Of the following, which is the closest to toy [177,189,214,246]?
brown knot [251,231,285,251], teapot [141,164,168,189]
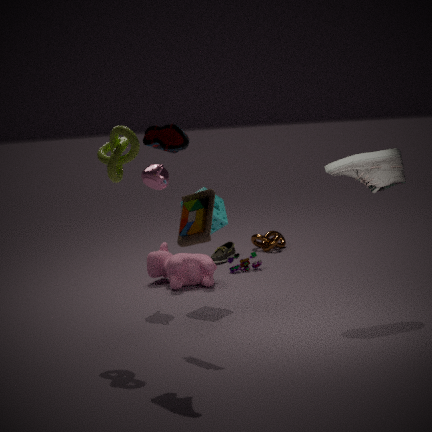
teapot [141,164,168,189]
